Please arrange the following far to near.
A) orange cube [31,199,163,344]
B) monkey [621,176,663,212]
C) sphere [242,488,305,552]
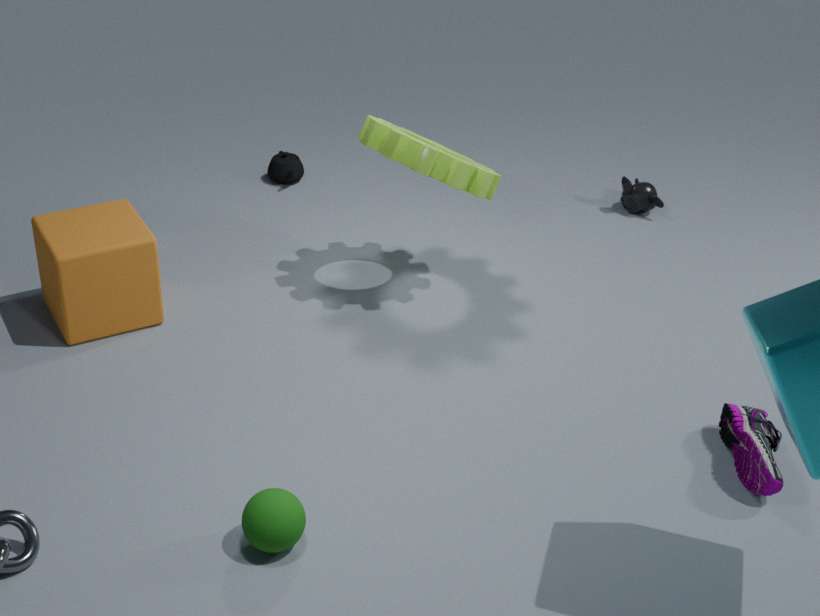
monkey [621,176,663,212]
orange cube [31,199,163,344]
sphere [242,488,305,552]
